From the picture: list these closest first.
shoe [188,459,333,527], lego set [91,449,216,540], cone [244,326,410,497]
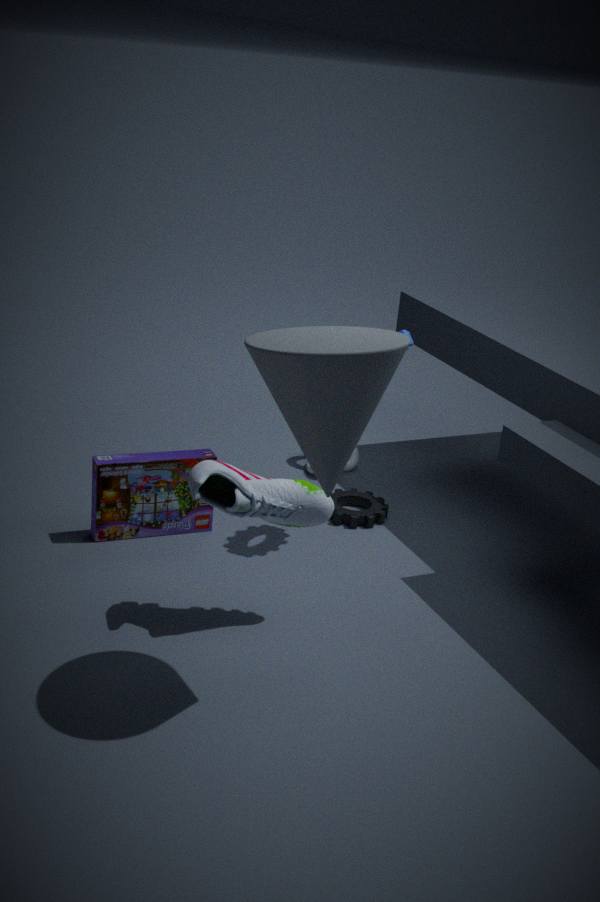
1. cone [244,326,410,497]
2. shoe [188,459,333,527]
3. lego set [91,449,216,540]
